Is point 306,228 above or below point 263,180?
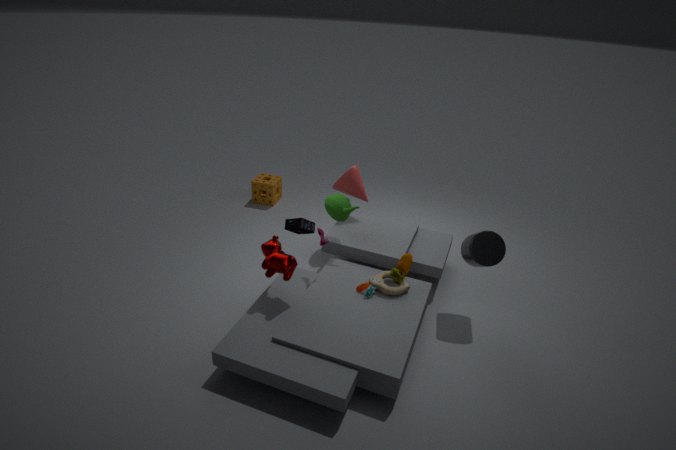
above
